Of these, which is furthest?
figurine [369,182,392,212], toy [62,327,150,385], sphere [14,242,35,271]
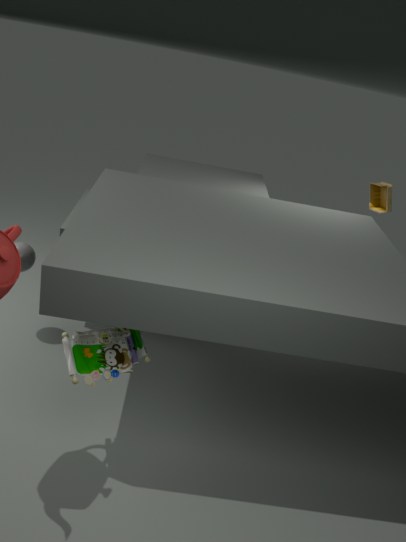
figurine [369,182,392,212]
